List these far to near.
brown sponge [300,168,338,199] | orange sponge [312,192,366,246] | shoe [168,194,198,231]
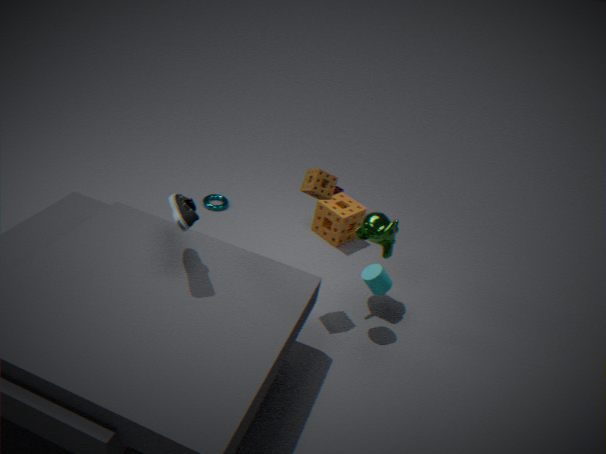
1. orange sponge [312,192,366,246]
2. brown sponge [300,168,338,199]
3. shoe [168,194,198,231]
